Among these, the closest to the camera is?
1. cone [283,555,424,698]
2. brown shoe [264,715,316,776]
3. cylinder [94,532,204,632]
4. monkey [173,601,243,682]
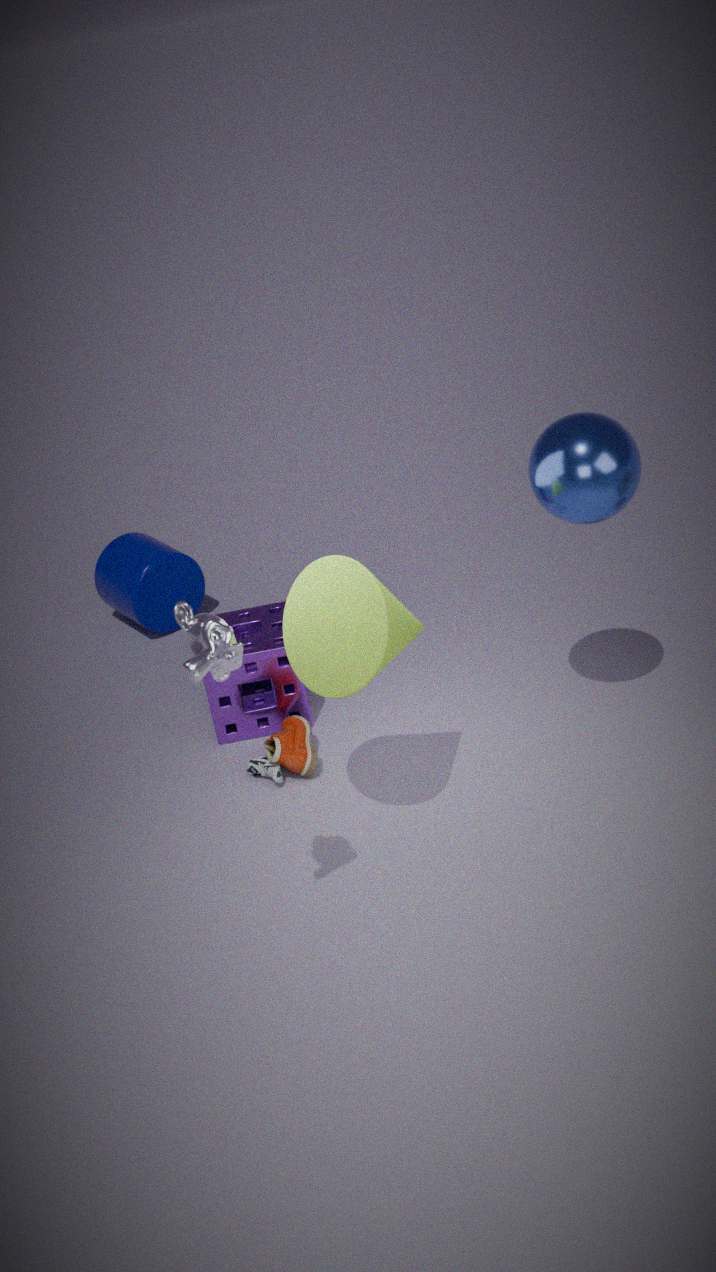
monkey [173,601,243,682]
